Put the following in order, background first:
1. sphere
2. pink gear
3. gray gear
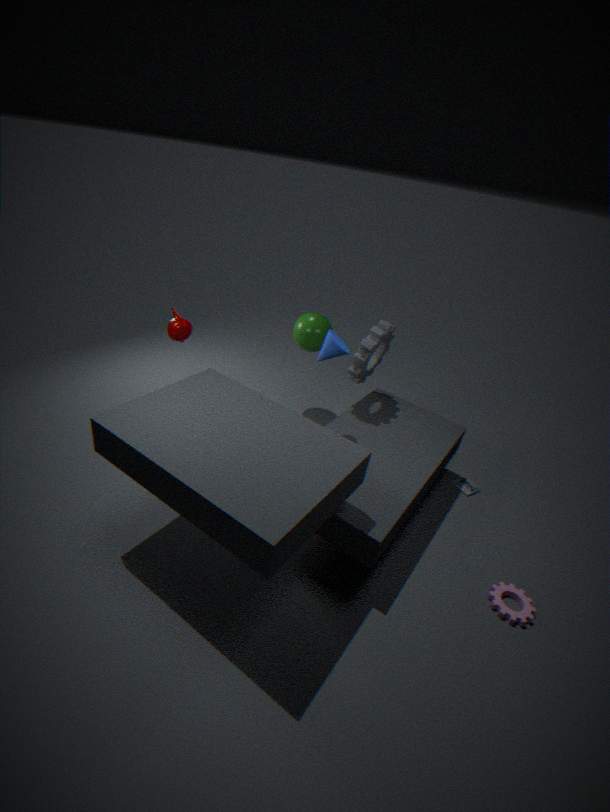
sphere < gray gear < pink gear
